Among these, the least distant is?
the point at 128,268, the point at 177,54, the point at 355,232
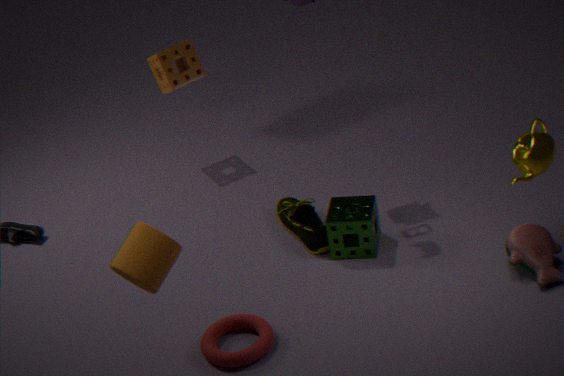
the point at 128,268
